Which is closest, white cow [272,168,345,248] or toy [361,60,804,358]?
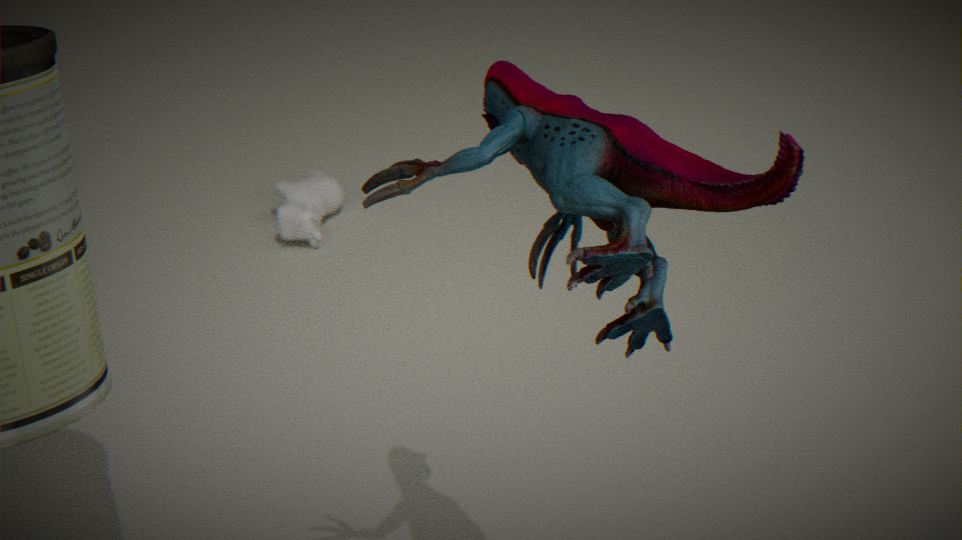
toy [361,60,804,358]
